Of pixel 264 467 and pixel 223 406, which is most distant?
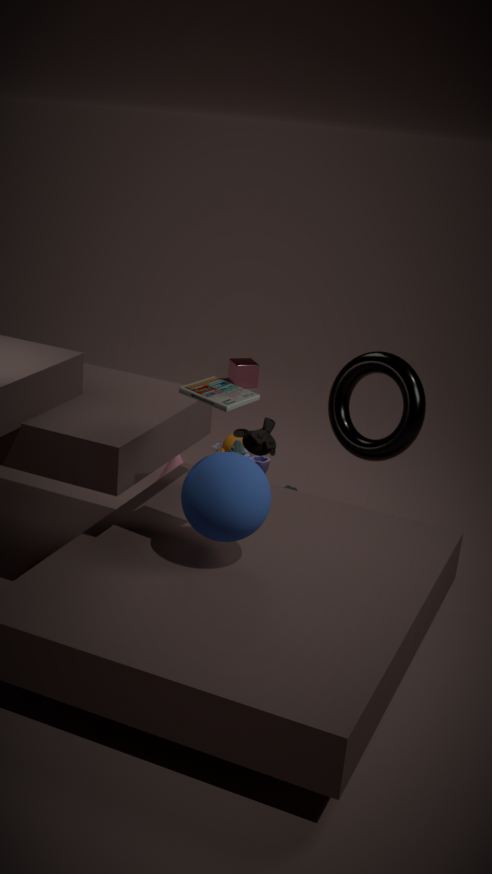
pixel 264 467
